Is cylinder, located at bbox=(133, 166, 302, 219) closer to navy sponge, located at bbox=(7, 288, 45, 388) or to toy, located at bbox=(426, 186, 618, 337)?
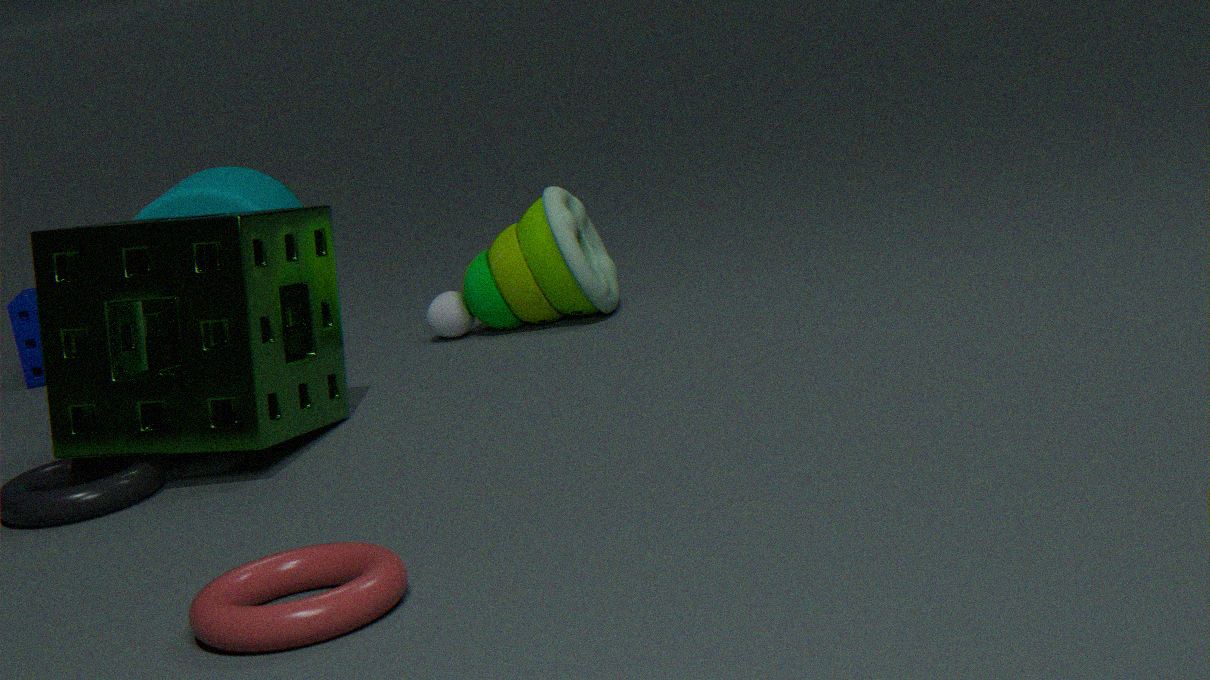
navy sponge, located at bbox=(7, 288, 45, 388)
